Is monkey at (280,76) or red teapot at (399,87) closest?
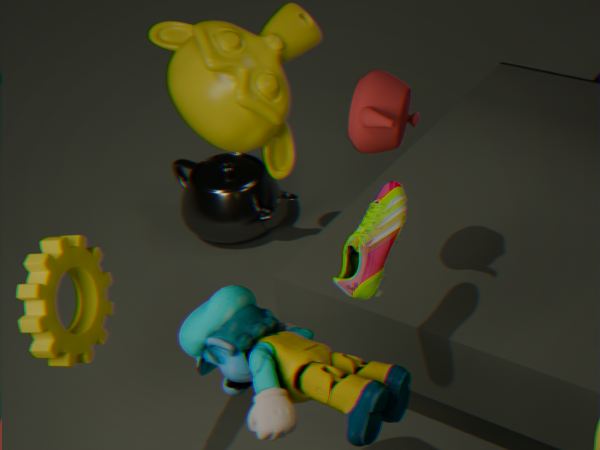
red teapot at (399,87)
